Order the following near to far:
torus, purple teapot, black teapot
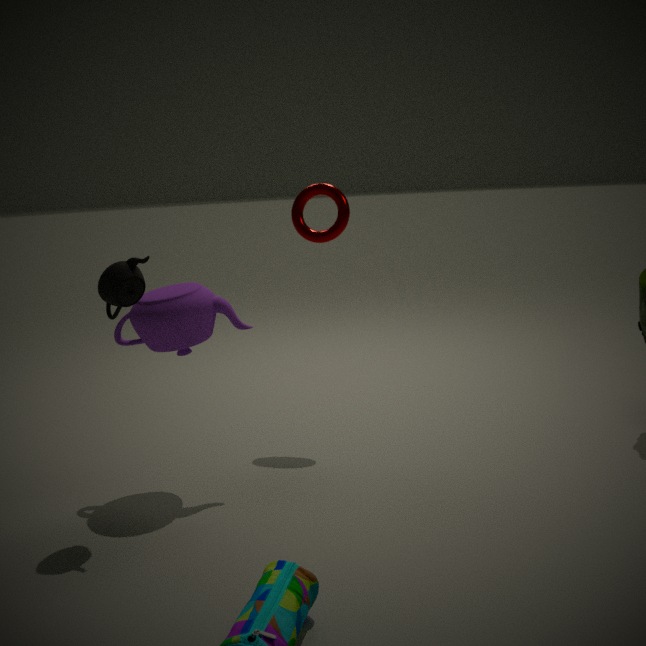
black teapot < purple teapot < torus
